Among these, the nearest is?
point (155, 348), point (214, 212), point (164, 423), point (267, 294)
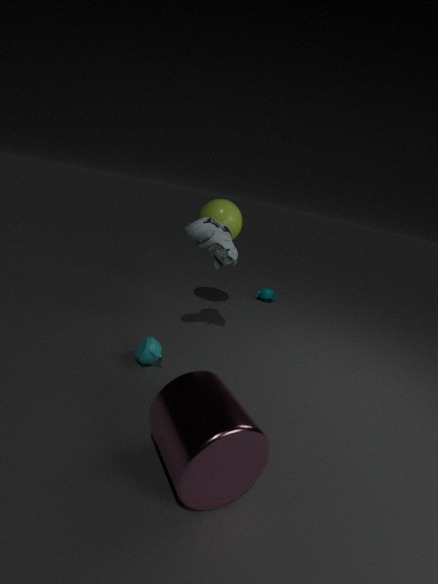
point (164, 423)
